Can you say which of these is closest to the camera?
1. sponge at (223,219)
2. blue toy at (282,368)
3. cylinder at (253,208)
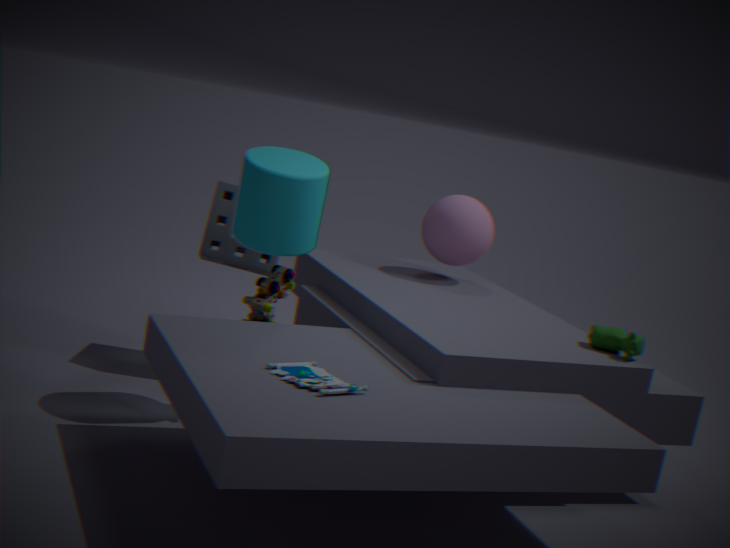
blue toy at (282,368)
